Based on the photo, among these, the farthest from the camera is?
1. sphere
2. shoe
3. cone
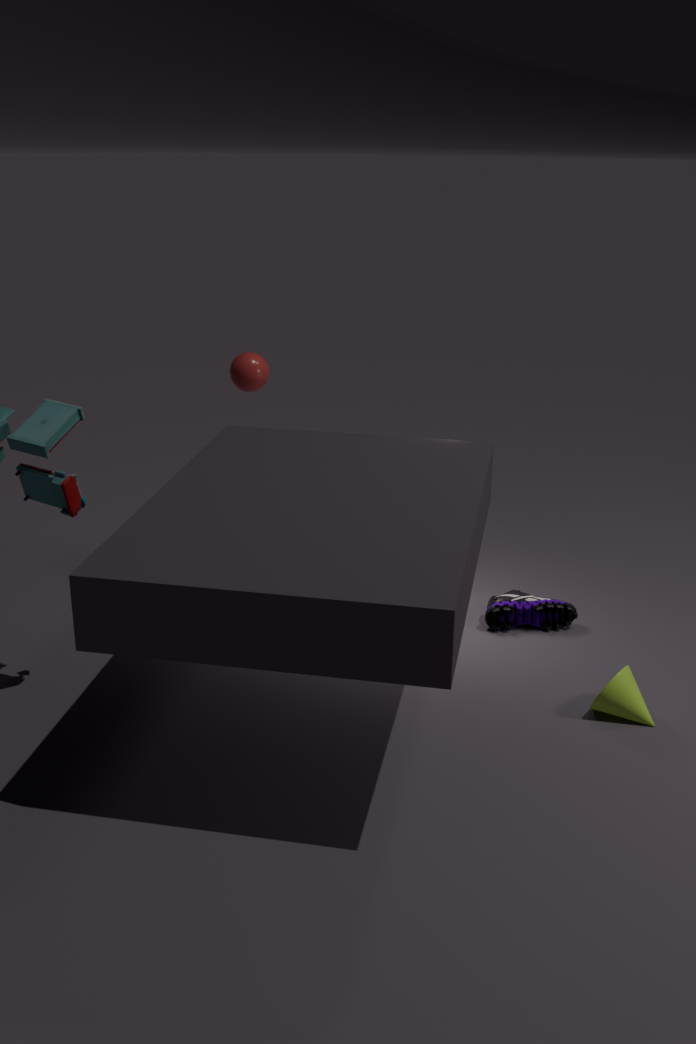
sphere
